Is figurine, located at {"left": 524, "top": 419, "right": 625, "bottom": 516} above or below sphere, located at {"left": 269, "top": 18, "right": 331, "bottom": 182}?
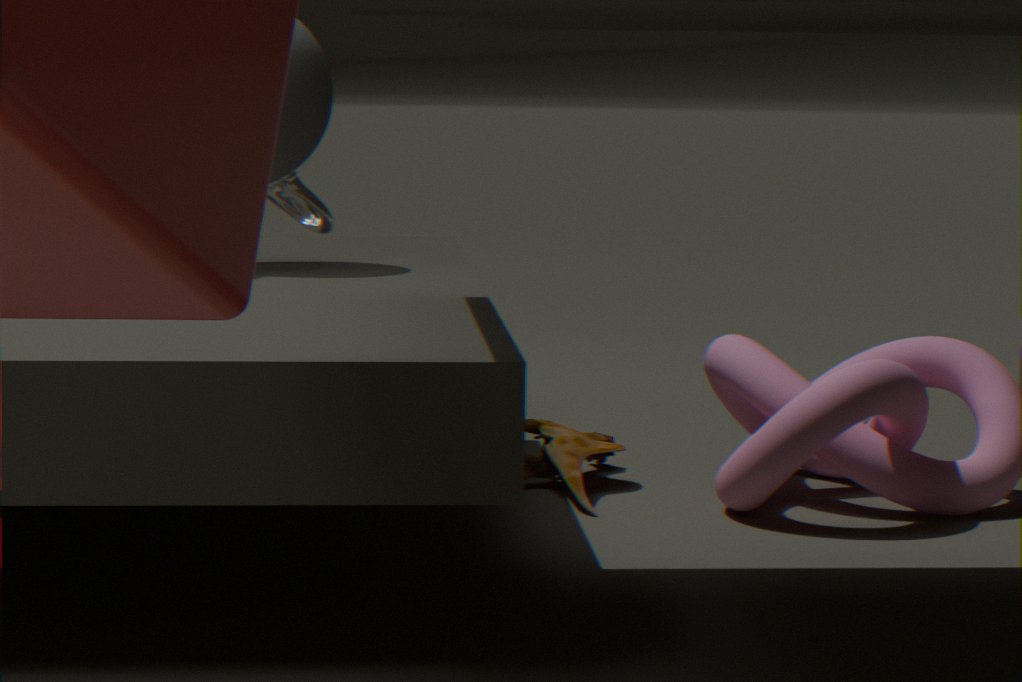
below
